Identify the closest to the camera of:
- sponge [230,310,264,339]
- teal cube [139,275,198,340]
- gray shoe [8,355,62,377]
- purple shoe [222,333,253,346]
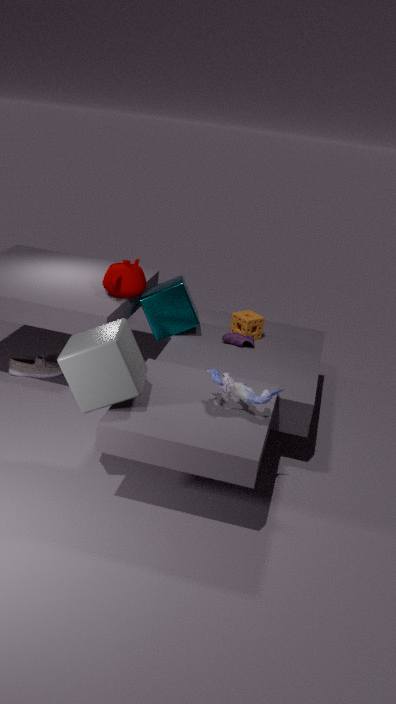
teal cube [139,275,198,340]
